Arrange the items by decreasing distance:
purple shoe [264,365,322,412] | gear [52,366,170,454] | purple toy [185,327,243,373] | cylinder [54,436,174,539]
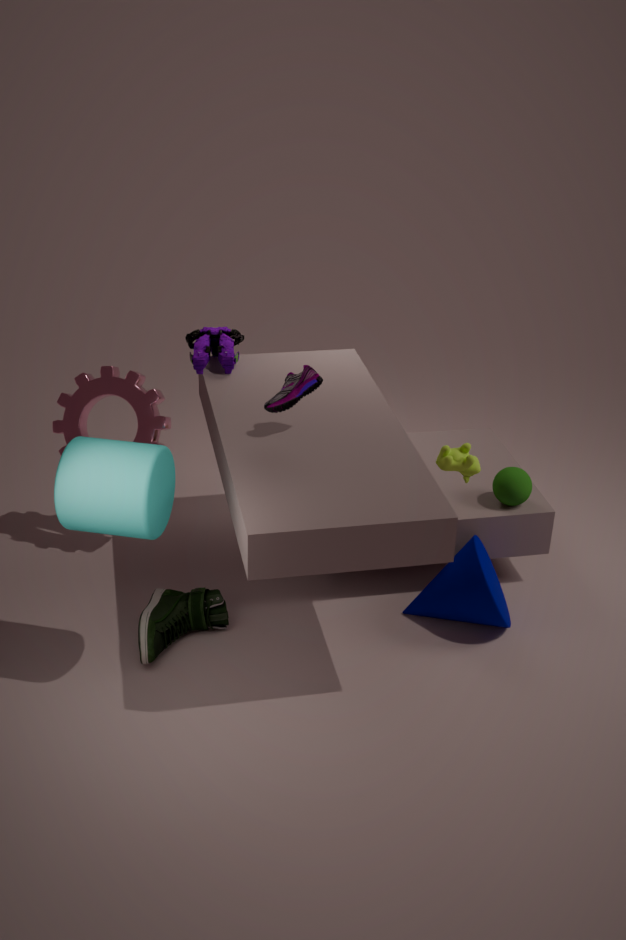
purple toy [185,327,243,373] < gear [52,366,170,454] < purple shoe [264,365,322,412] < cylinder [54,436,174,539]
